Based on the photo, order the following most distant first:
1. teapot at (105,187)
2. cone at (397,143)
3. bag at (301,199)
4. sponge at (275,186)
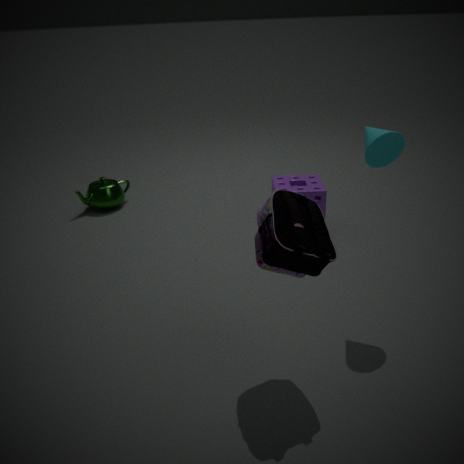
1. teapot at (105,187)
2. sponge at (275,186)
3. cone at (397,143)
4. bag at (301,199)
